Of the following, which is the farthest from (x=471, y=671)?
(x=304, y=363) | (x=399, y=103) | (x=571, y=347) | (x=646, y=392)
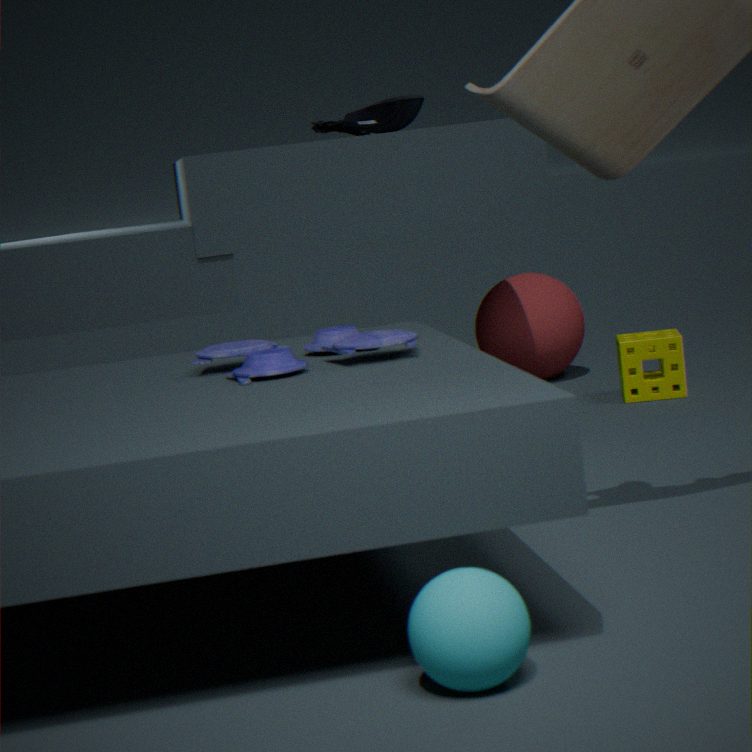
(x=571, y=347)
